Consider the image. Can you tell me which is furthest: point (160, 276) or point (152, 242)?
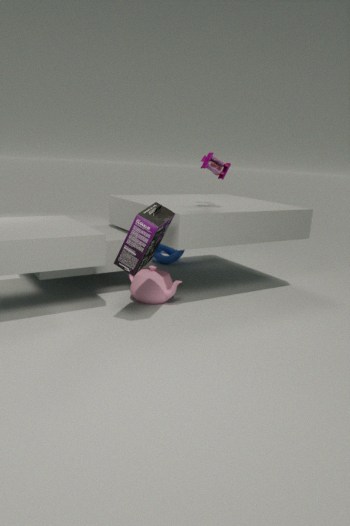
point (160, 276)
